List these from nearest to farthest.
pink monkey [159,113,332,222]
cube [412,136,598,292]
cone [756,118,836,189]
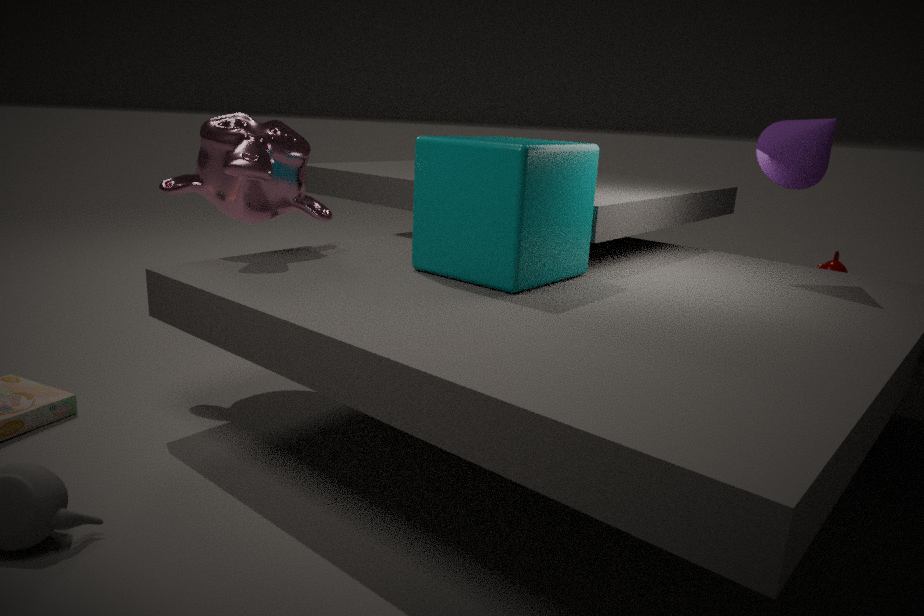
cube [412,136,598,292], pink monkey [159,113,332,222], cone [756,118,836,189]
